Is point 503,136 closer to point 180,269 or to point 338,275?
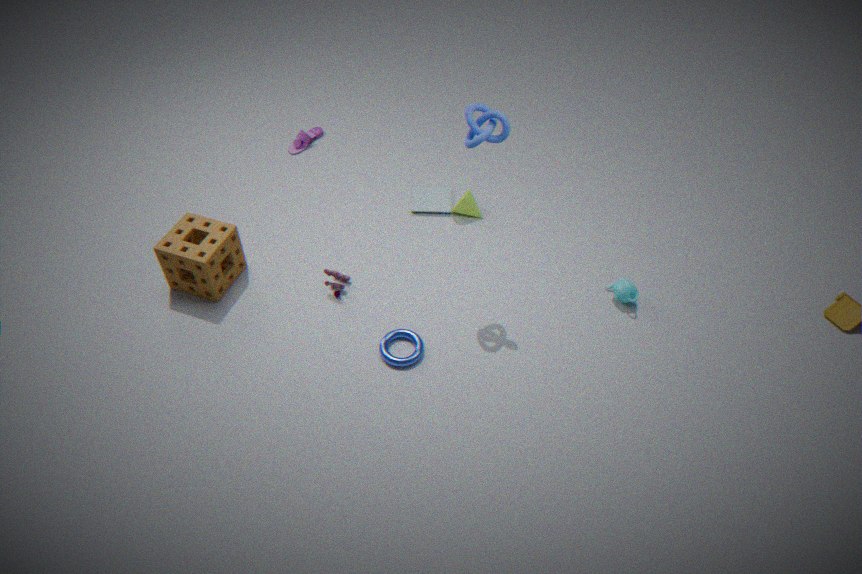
point 338,275
